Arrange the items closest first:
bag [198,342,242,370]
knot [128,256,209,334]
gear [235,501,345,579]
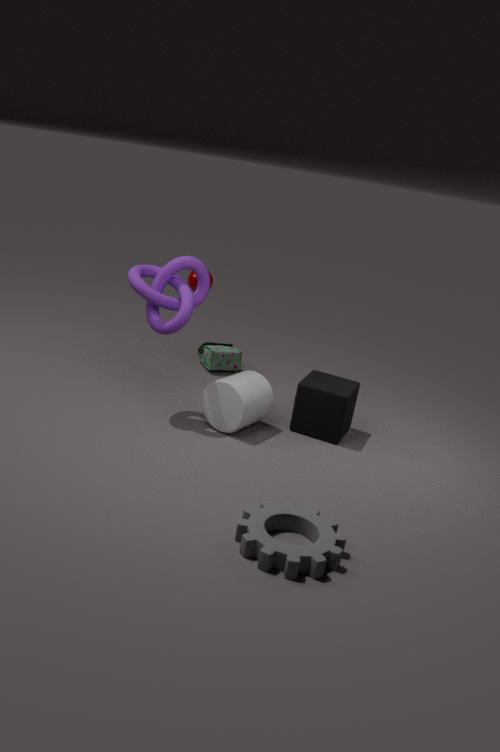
gear [235,501,345,579] < knot [128,256,209,334] < bag [198,342,242,370]
